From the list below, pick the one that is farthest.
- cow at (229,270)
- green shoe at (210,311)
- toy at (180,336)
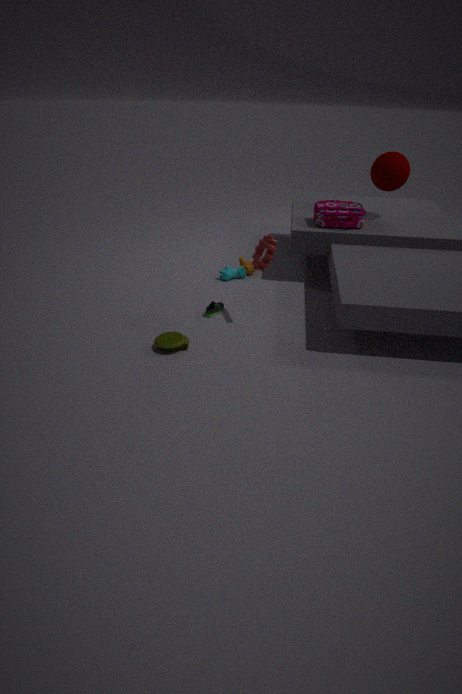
cow at (229,270)
